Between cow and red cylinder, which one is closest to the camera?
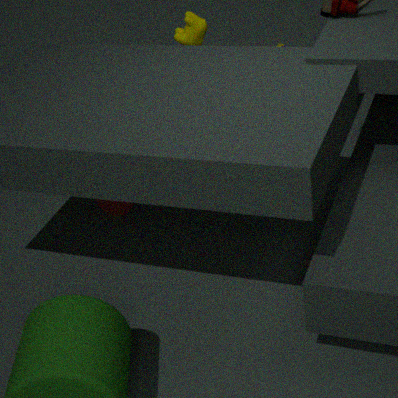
red cylinder
